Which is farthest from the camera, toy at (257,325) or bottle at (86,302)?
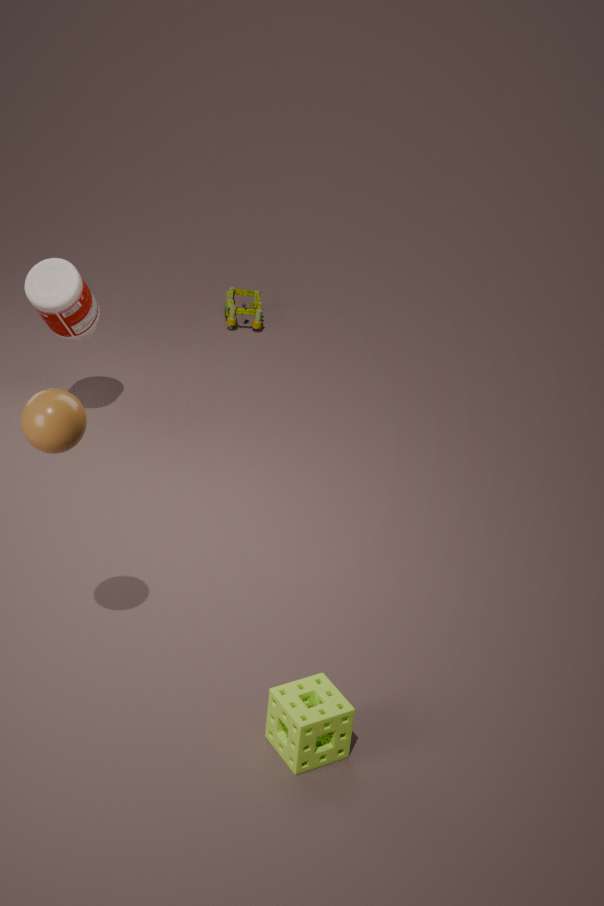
toy at (257,325)
